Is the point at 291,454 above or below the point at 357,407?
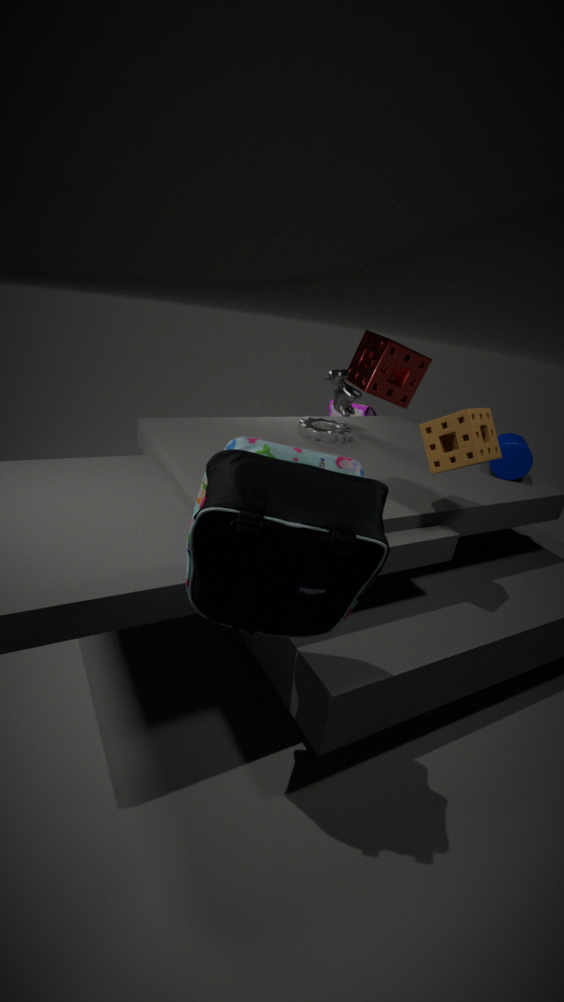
above
